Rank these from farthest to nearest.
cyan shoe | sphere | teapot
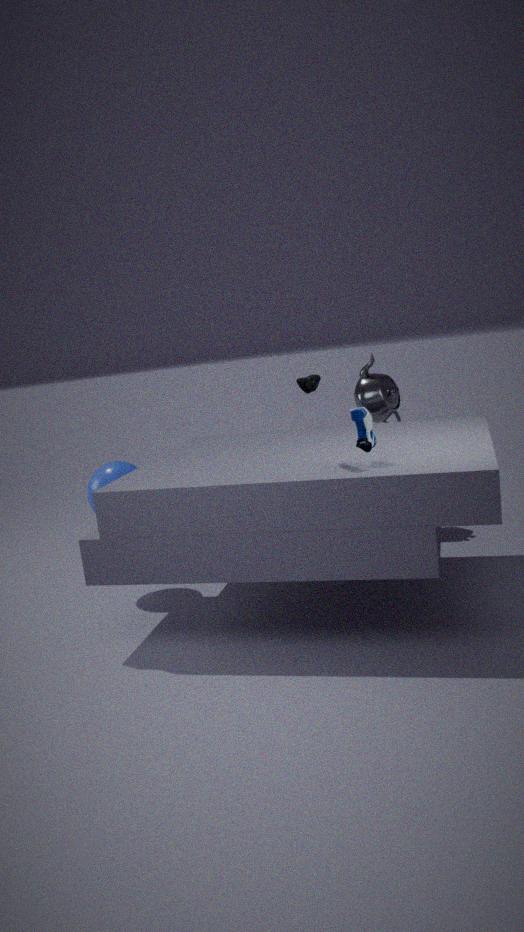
1. teapot
2. sphere
3. cyan shoe
